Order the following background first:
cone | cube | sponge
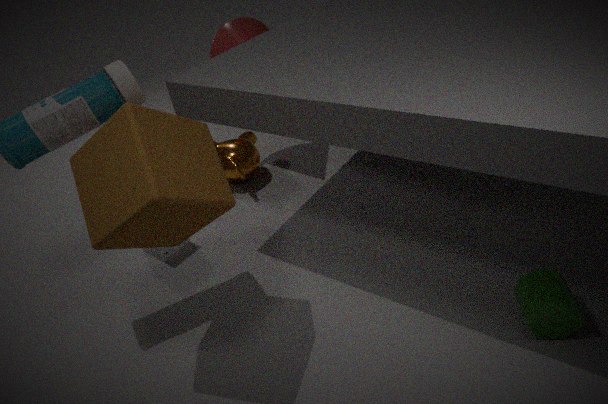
cone → sponge → cube
